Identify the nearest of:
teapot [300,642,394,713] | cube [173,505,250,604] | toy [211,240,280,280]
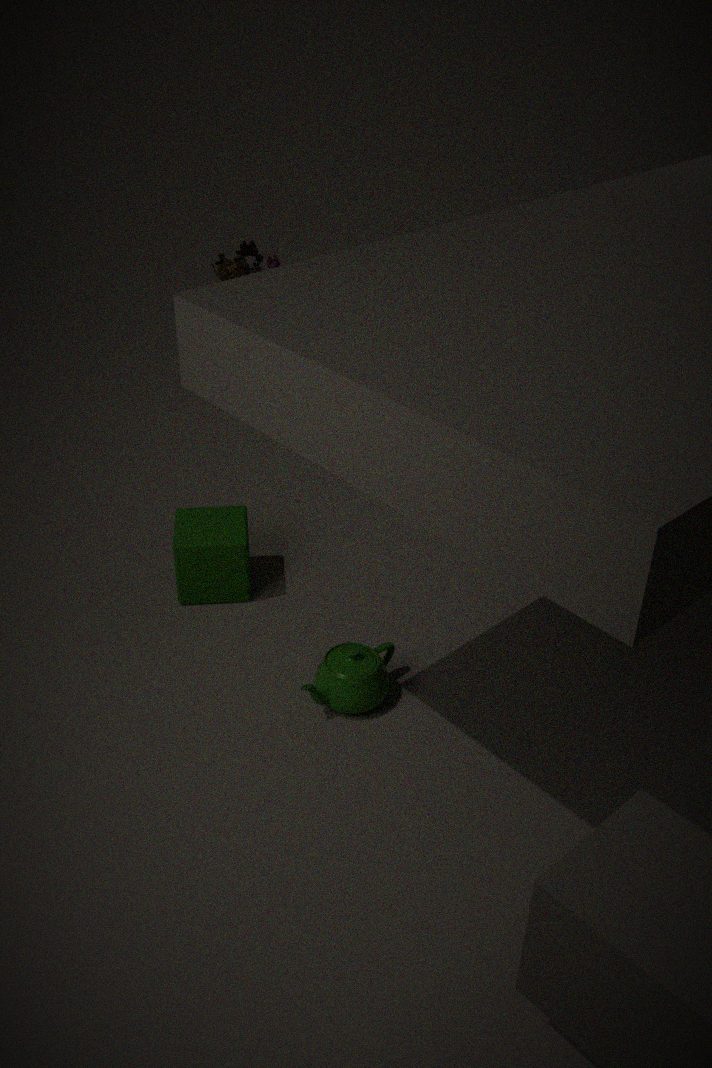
teapot [300,642,394,713]
